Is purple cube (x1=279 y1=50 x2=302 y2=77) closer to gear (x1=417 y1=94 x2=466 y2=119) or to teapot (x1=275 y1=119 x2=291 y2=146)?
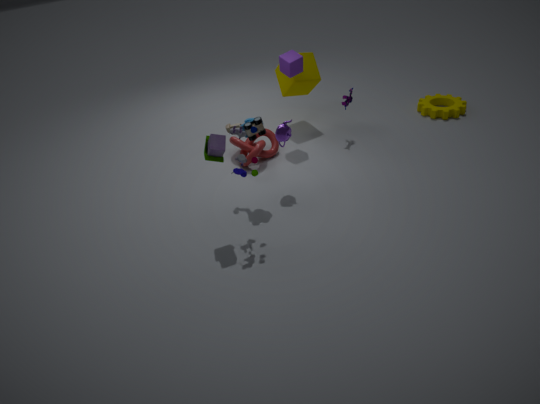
teapot (x1=275 y1=119 x2=291 y2=146)
